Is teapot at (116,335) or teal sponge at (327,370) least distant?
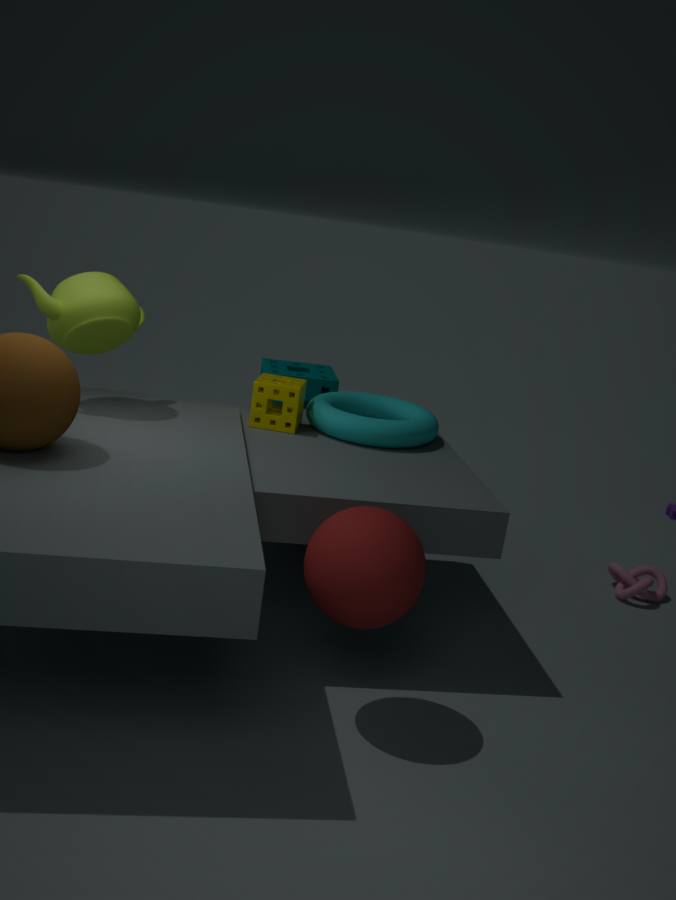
teapot at (116,335)
